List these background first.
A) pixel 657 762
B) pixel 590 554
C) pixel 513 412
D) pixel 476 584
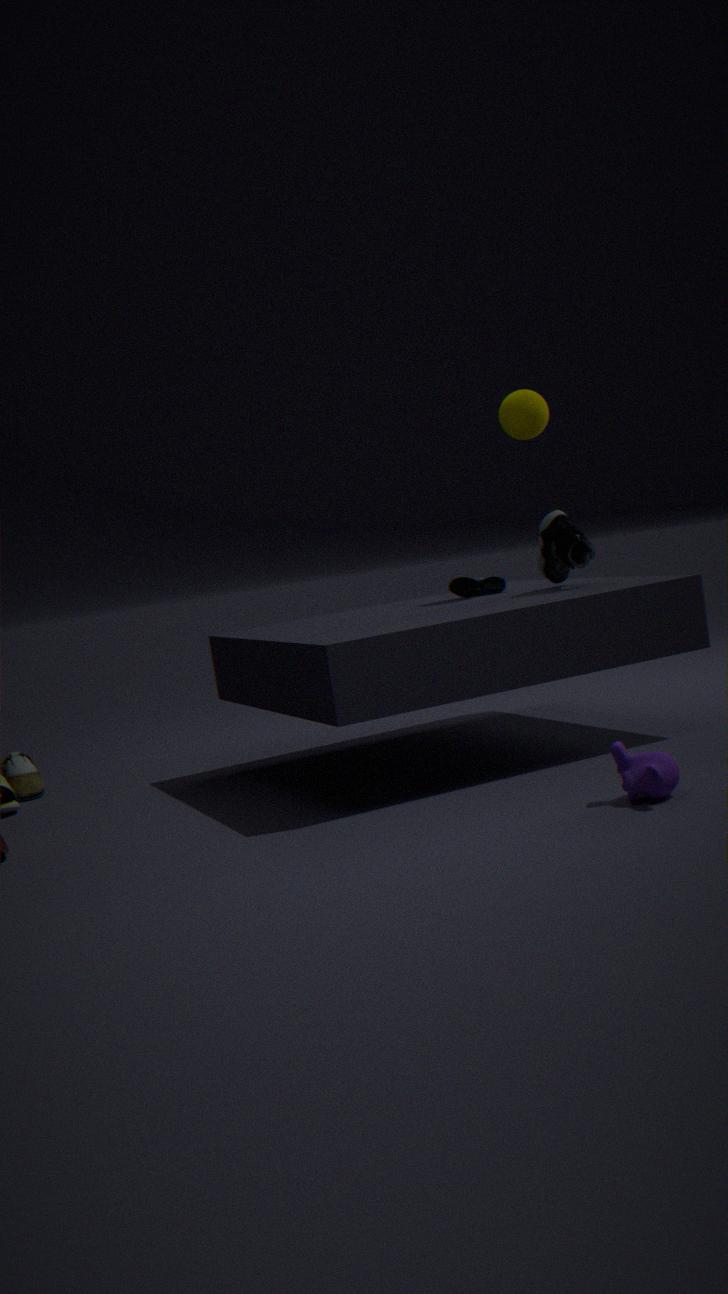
D. pixel 476 584, C. pixel 513 412, B. pixel 590 554, A. pixel 657 762
